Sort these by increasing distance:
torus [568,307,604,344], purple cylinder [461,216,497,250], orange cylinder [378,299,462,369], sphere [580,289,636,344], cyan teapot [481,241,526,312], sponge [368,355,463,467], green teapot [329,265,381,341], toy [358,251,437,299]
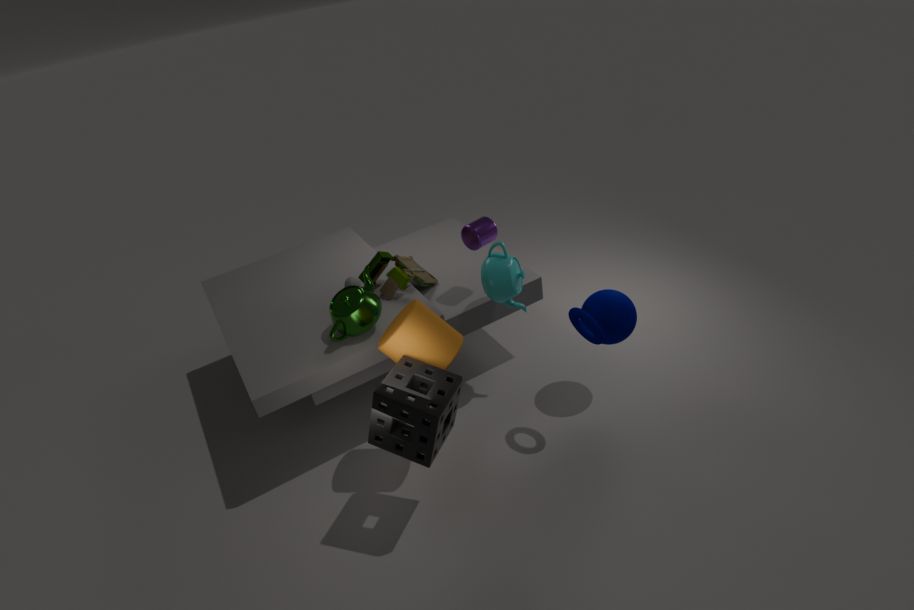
sponge [368,355,463,467], orange cylinder [378,299,462,369], torus [568,307,604,344], green teapot [329,265,381,341], sphere [580,289,636,344], cyan teapot [481,241,526,312], purple cylinder [461,216,497,250], toy [358,251,437,299]
